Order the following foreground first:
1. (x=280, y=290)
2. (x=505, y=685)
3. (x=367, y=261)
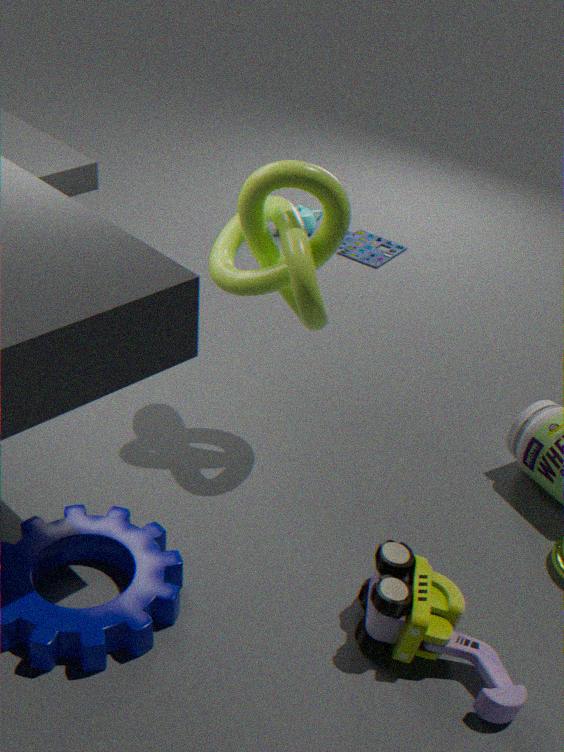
(x=505, y=685) → (x=280, y=290) → (x=367, y=261)
